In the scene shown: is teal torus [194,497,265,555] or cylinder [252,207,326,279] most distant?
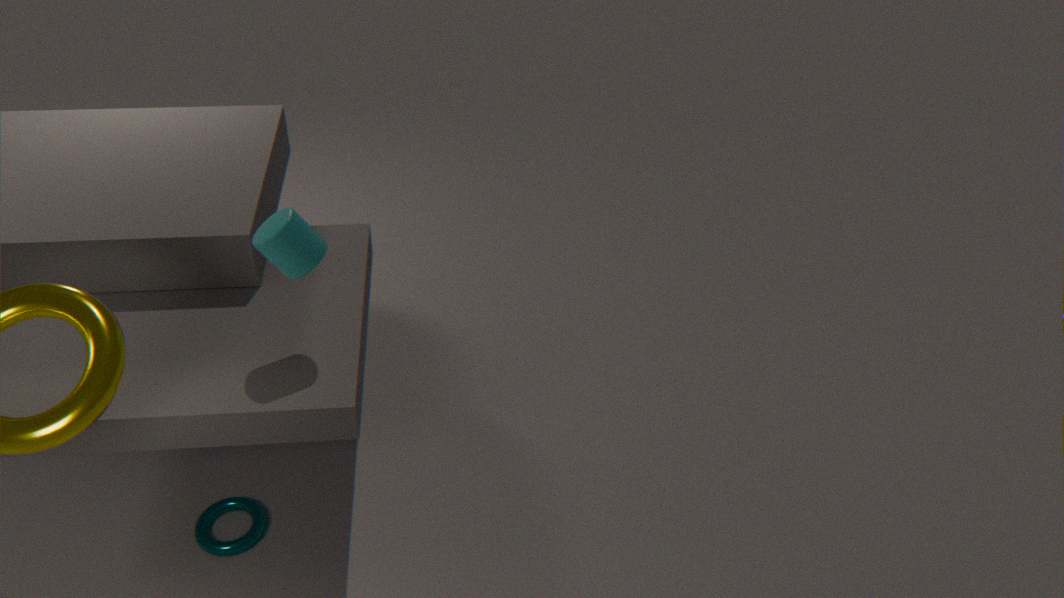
teal torus [194,497,265,555]
